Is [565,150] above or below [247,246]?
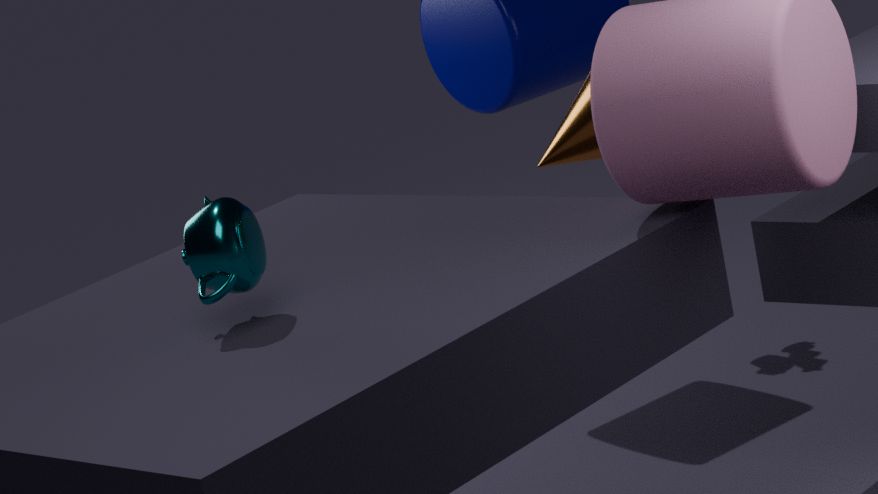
below
